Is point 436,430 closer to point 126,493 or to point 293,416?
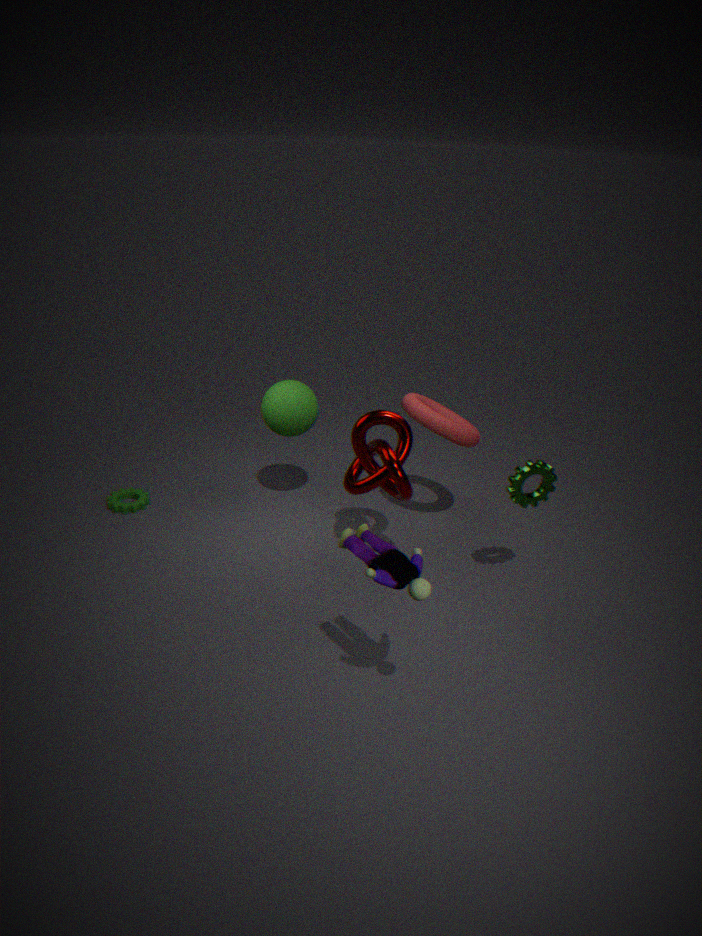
point 293,416
